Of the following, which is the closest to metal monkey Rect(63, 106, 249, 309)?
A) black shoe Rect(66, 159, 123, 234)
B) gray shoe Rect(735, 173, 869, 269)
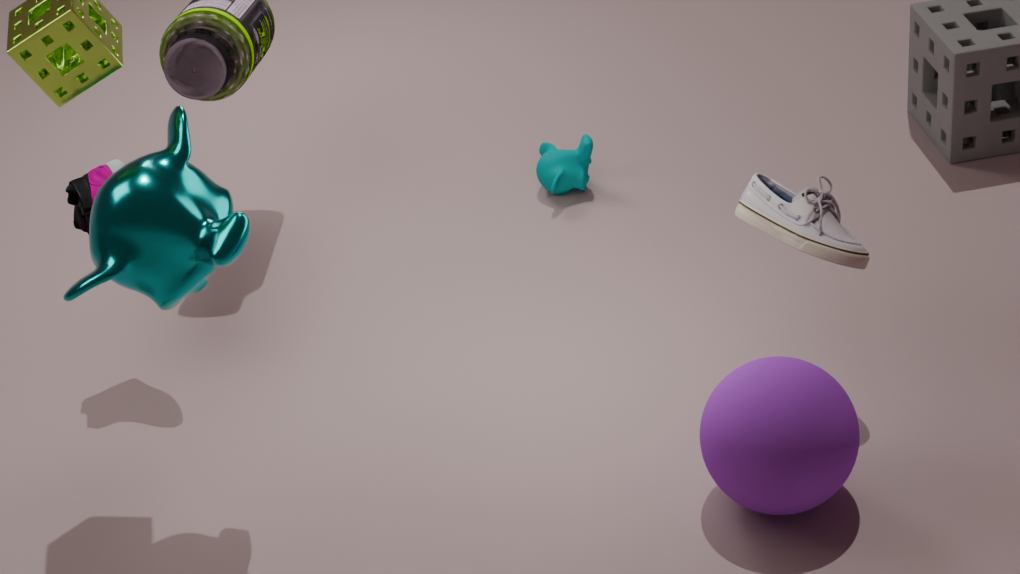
black shoe Rect(66, 159, 123, 234)
